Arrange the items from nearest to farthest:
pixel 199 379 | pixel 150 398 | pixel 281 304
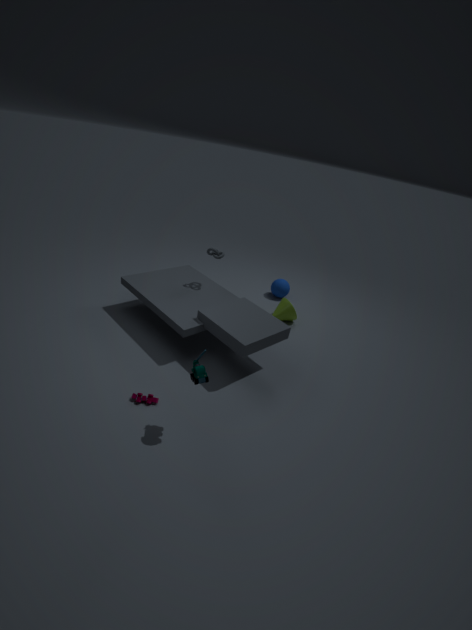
pixel 199 379 < pixel 150 398 < pixel 281 304
